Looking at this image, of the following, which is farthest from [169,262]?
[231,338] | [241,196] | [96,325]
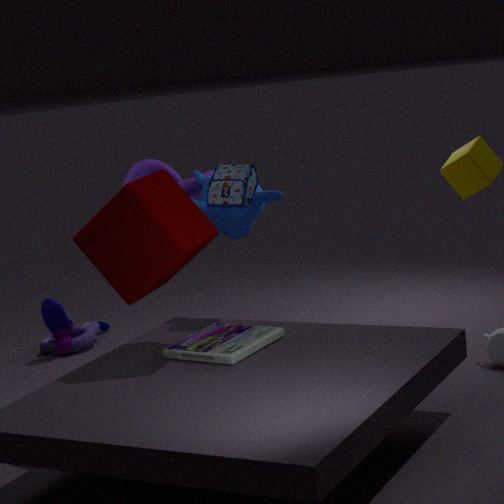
[96,325]
